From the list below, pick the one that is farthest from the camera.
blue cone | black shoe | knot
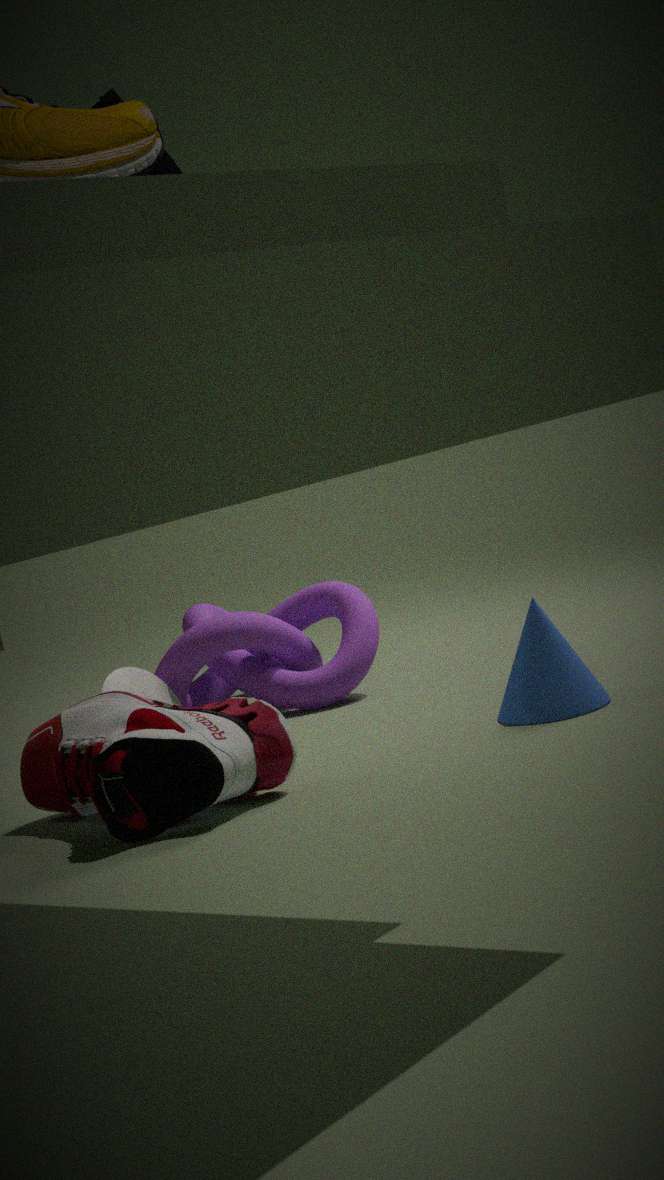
knot
